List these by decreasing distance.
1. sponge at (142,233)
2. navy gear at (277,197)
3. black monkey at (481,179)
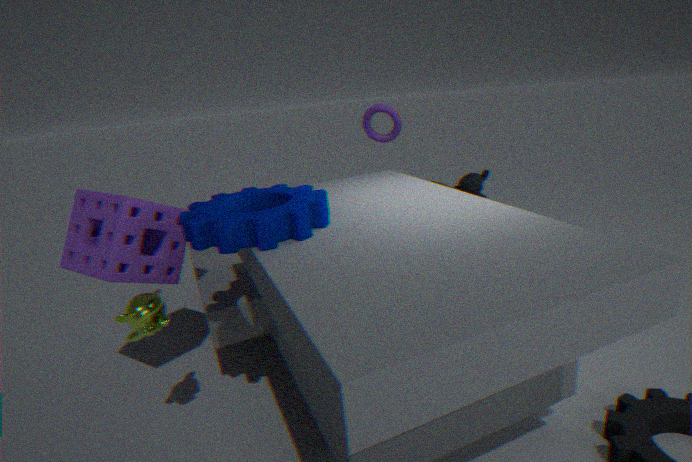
black monkey at (481,179), sponge at (142,233), navy gear at (277,197)
